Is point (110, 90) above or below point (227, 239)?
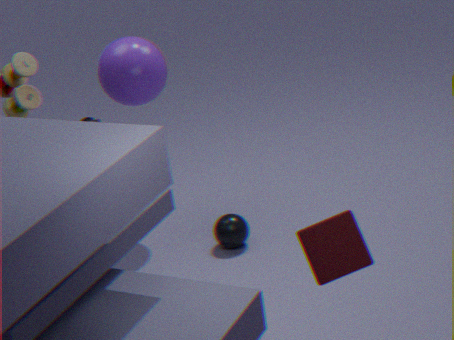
above
